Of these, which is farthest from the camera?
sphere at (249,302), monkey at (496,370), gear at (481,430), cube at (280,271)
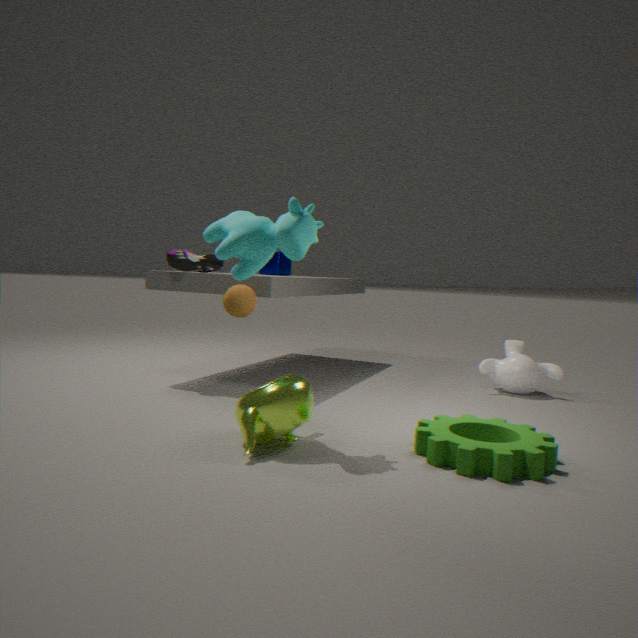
cube at (280,271)
